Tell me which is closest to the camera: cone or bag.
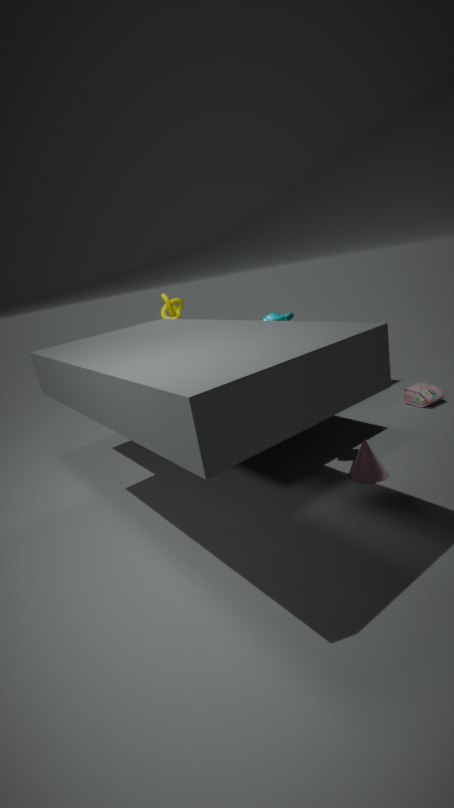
cone
